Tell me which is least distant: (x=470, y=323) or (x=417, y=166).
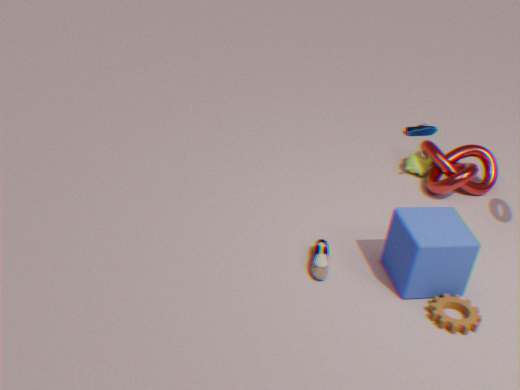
(x=470, y=323)
